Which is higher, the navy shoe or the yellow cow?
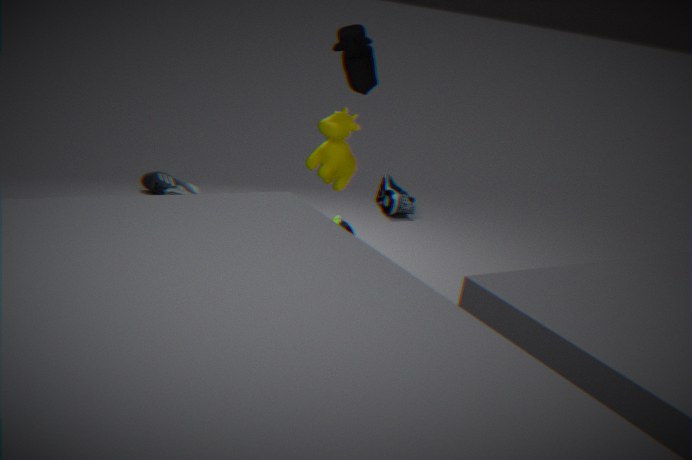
the yellow cow
